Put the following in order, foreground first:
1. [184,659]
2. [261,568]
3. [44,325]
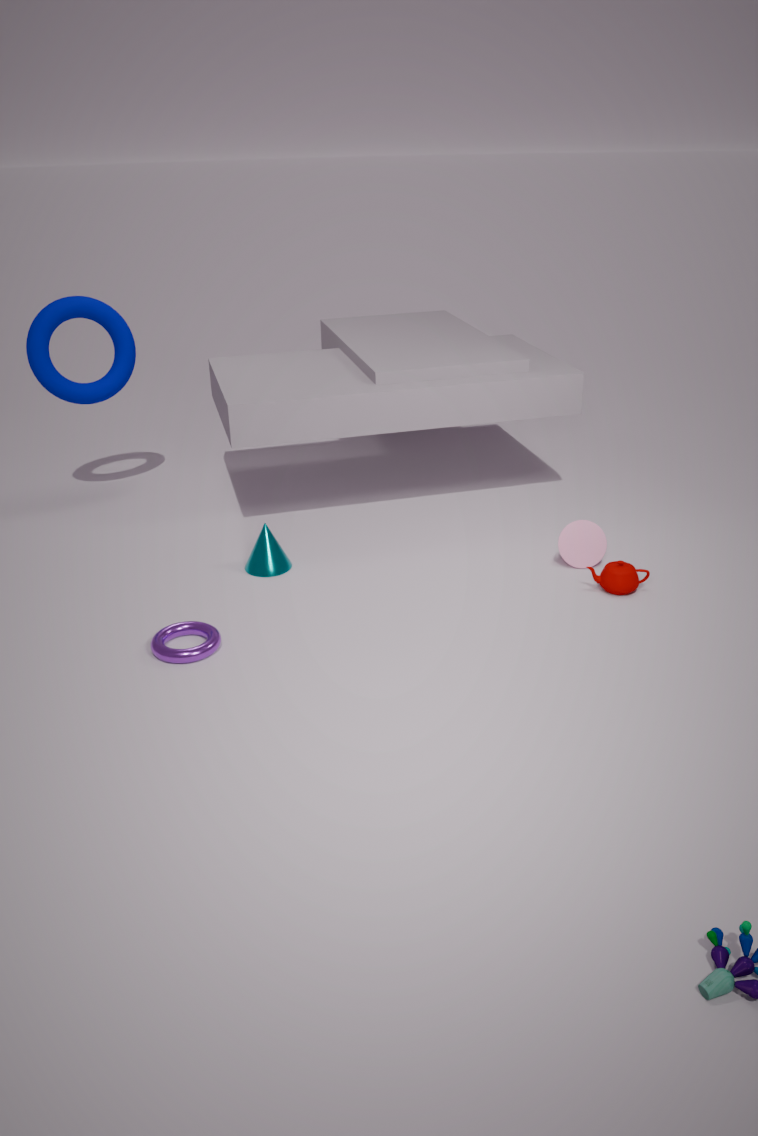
[184,659]
[261,568]
[44,325]
